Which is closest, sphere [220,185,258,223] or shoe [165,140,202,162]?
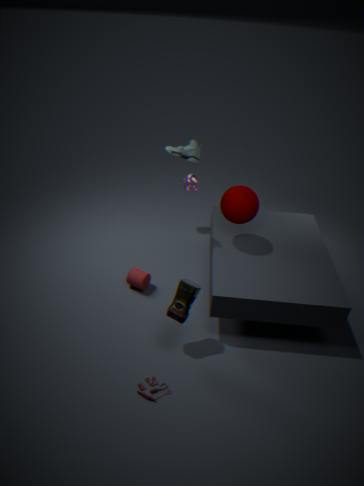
sphere [220,185,258,223]
